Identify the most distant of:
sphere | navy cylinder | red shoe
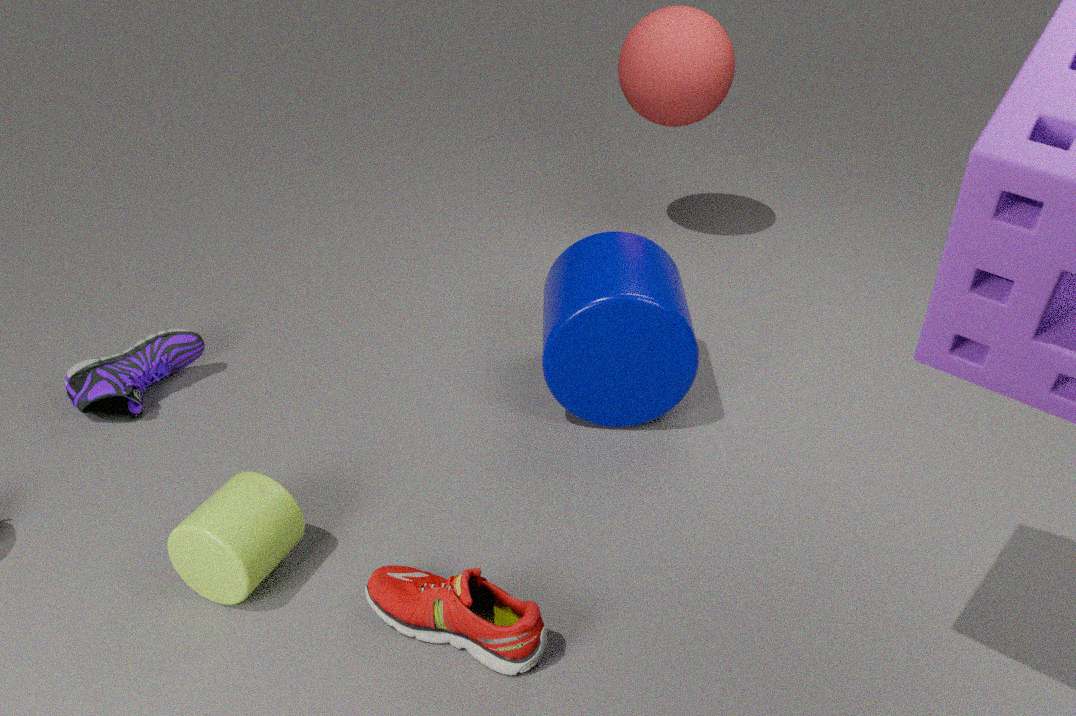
sphere
